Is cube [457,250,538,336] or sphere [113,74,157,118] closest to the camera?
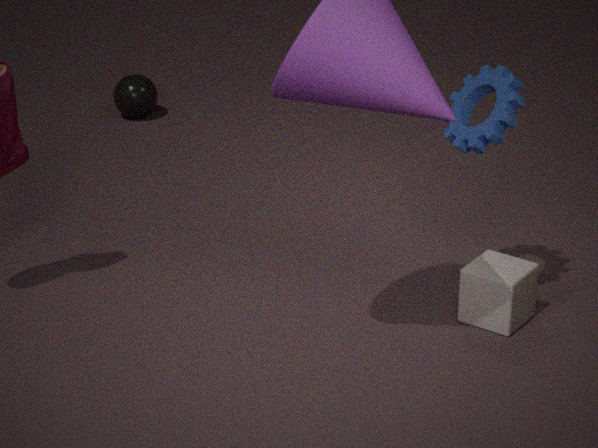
cube [457,250,538,336]
